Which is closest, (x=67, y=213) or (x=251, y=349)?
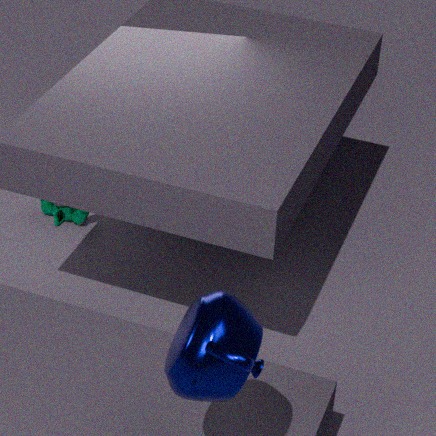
(x=251, y=349)
